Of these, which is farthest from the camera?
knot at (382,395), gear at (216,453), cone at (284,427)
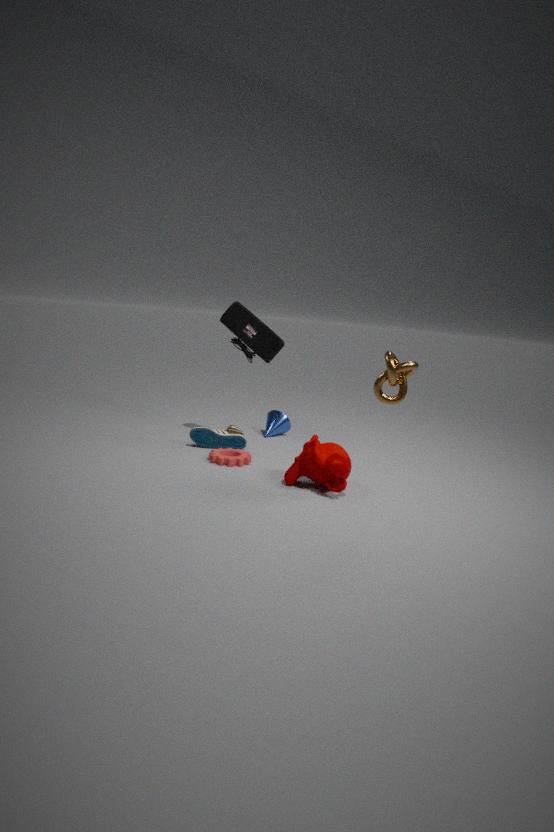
cone at (284,427)
